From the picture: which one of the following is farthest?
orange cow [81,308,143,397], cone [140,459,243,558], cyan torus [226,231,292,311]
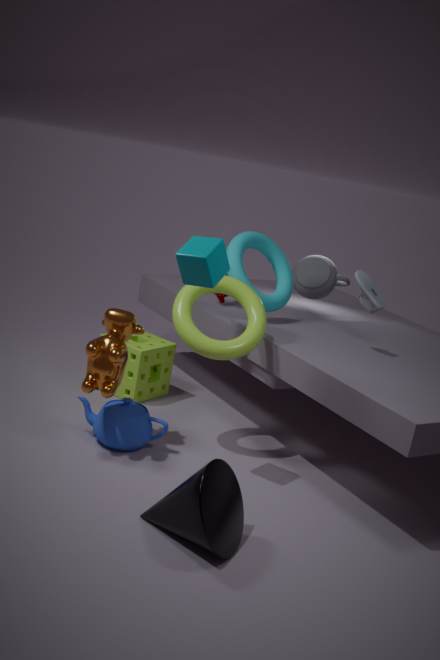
cyan torus [226,231,292,311]
